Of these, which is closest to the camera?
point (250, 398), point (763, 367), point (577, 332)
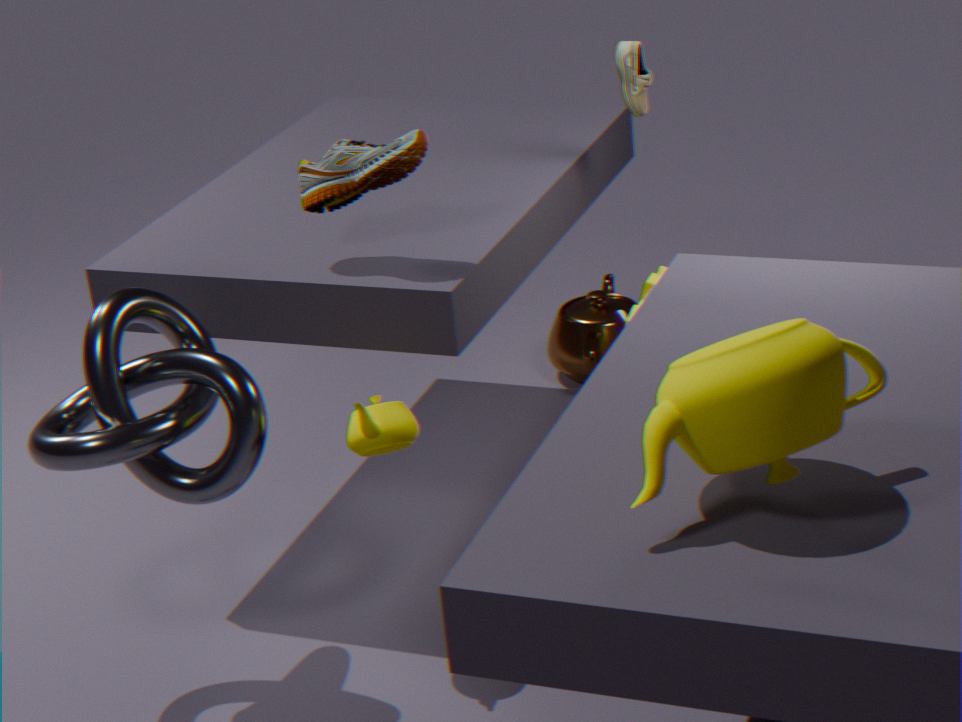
point (763, 367)
